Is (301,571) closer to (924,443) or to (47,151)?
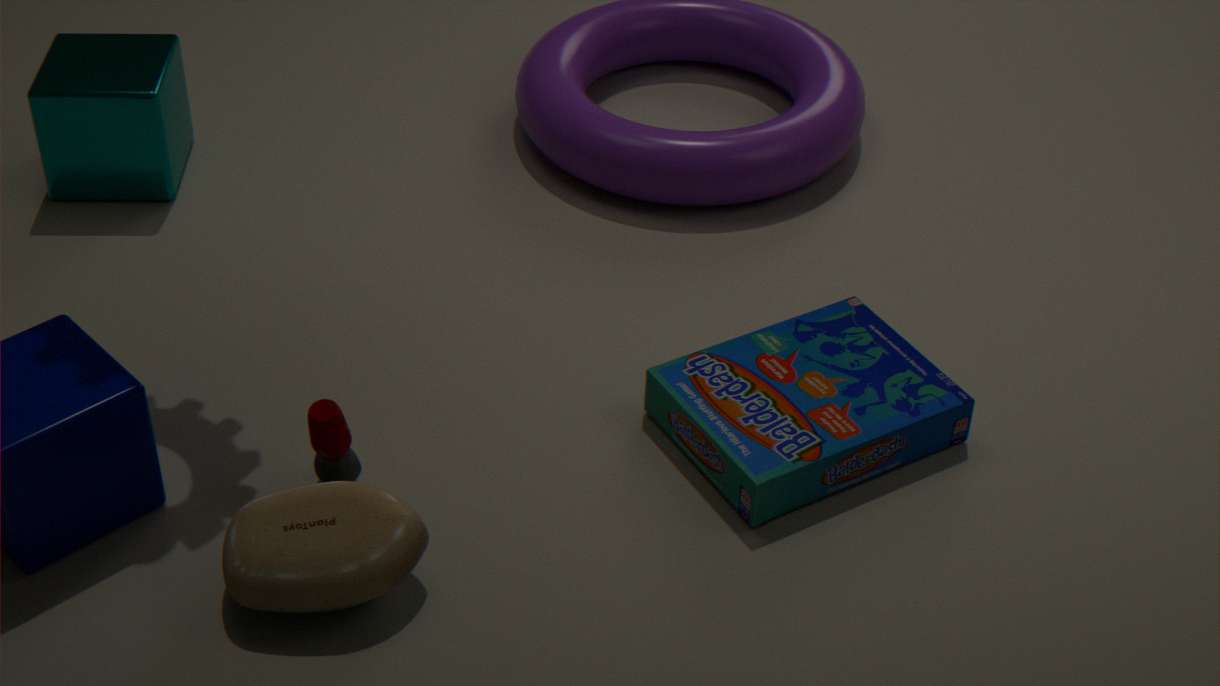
(924,443)
